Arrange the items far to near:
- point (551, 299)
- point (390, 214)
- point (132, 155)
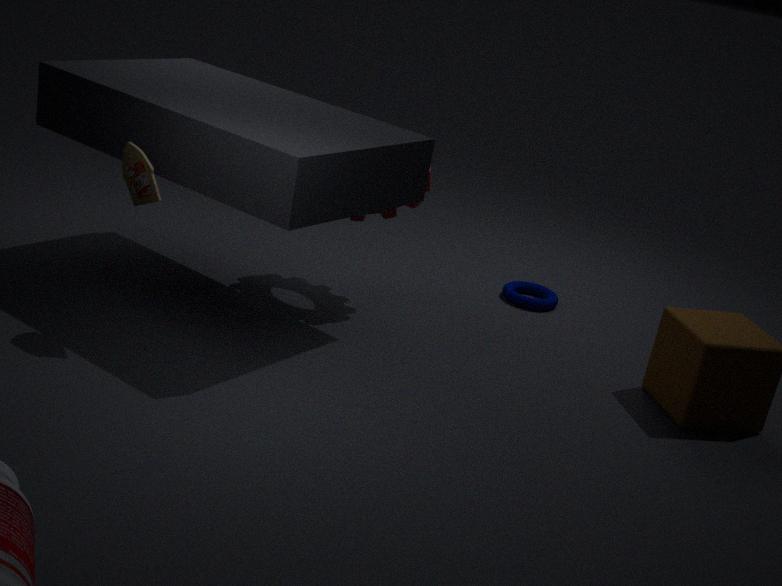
point (551, 299)
point (390, 214)
point (132, 155)
